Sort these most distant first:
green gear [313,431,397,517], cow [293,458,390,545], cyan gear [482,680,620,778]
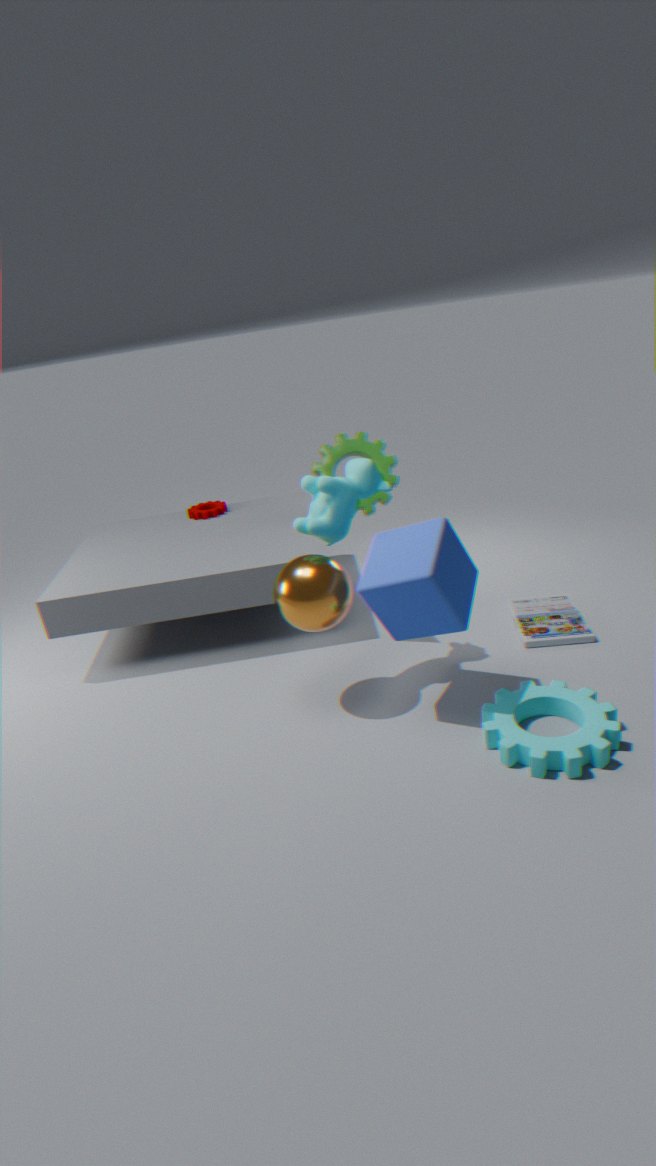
1. green gear [313,431,397,517]
2. cow [293,458,390,545]
3. cyan gear [482,680,620,778]
